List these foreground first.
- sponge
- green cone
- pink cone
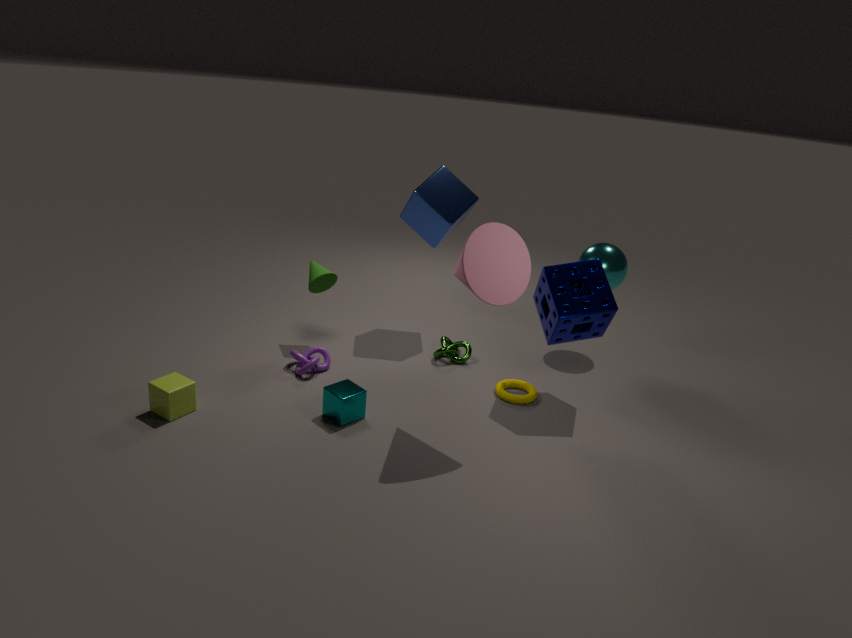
pink cone < sponge < green cone
